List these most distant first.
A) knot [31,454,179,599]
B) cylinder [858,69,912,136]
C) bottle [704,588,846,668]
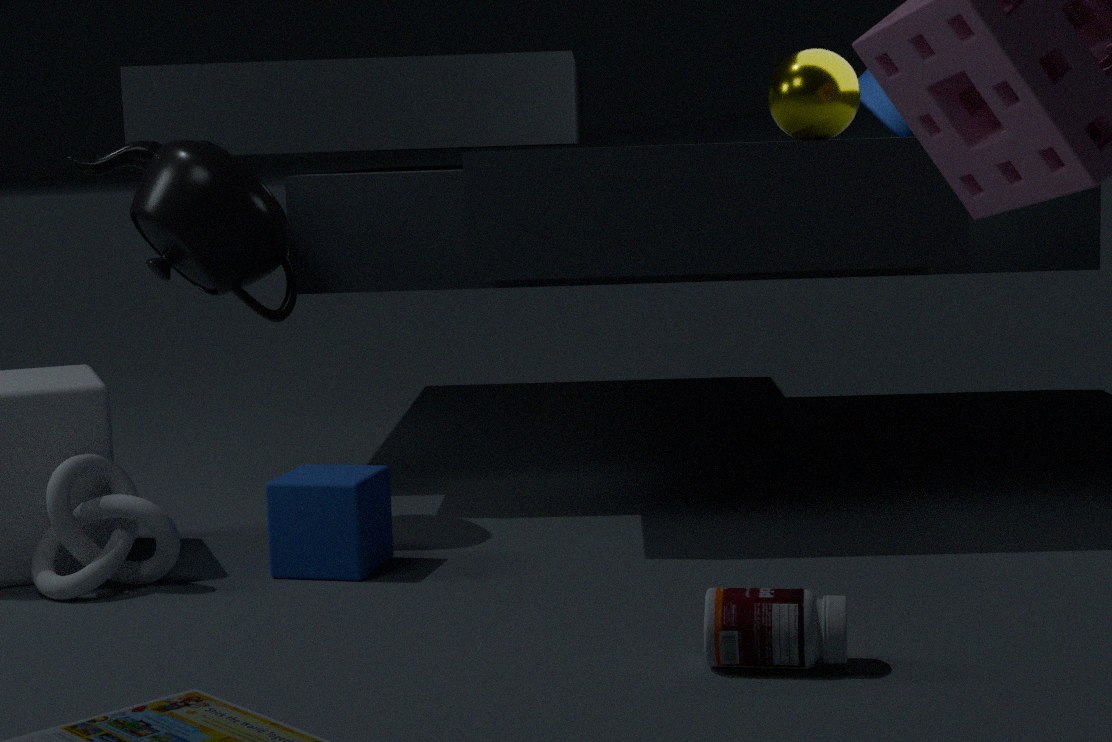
1. cylinder [858,69,912,136]
2. knot [31,454,179,599]
3. bottle [704,588,846,668]
